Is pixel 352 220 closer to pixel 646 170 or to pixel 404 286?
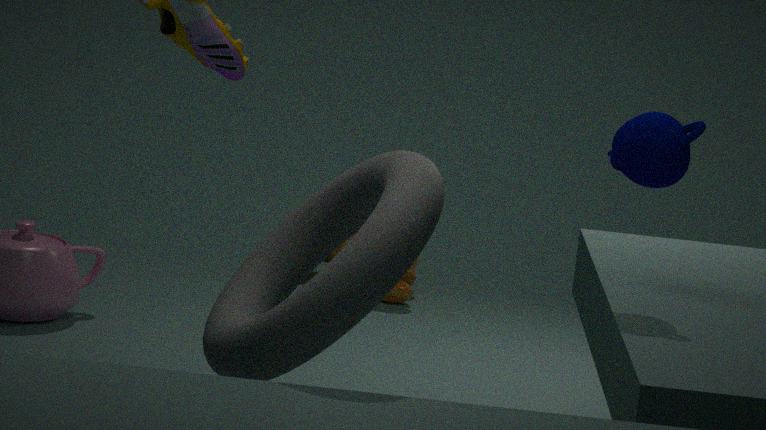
pixel 646 170
